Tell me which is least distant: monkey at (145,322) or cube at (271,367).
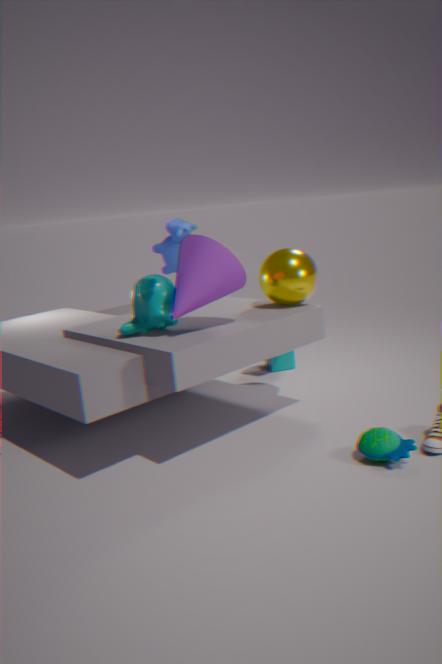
monkey at (145,322)
